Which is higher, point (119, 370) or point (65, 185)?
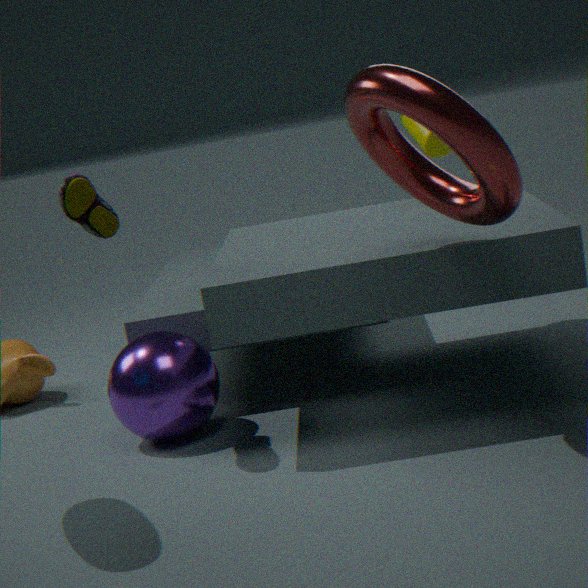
point (65, 185)
